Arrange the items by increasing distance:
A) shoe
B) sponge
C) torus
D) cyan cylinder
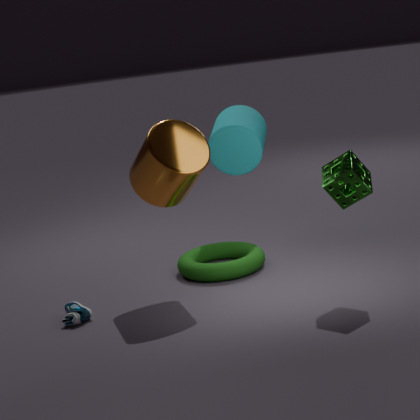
1. sponge
2. shoe
3. torus
4. cyan cylinder
